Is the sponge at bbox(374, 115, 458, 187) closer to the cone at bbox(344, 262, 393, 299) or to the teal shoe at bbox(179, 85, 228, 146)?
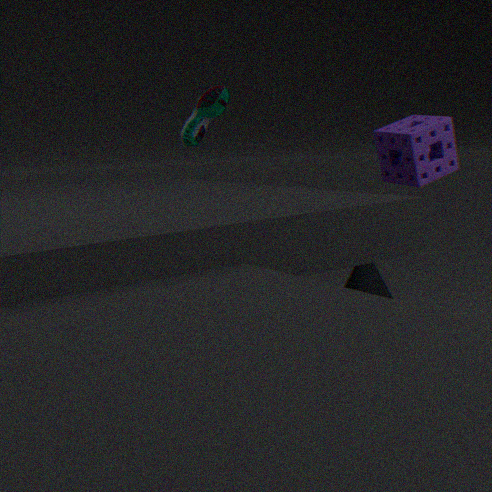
the cone at bbox(344, 262, 393, 299)
